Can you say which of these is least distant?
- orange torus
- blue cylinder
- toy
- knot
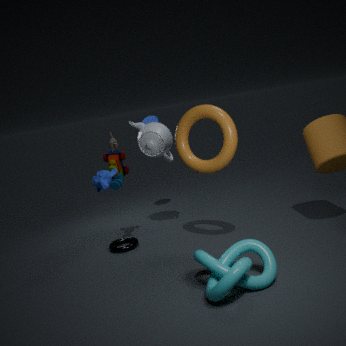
knot
